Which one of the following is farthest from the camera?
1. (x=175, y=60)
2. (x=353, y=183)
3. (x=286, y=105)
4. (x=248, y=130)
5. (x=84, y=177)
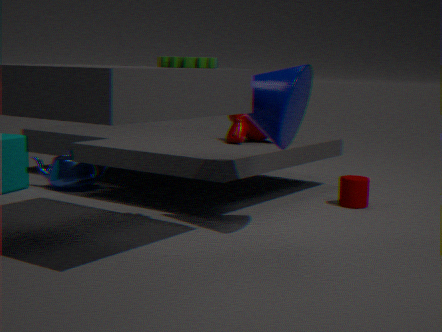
(x=84, y=177)
